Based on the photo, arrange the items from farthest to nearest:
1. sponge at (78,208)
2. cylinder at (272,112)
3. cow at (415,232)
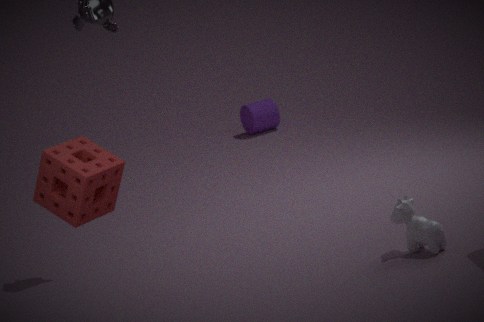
cylinder at (272,112) < cow at (415,232) < sponge at (78,208)
